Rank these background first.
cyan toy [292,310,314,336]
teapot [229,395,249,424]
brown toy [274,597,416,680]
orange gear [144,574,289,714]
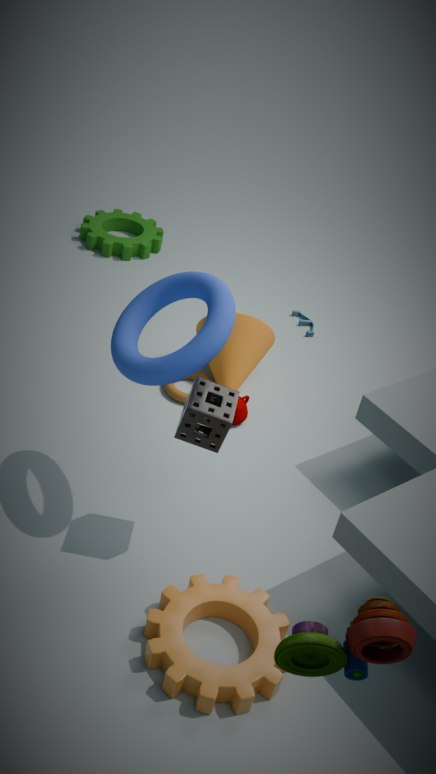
1. cyan toy [292,310,314,336]
2. teapot [229,395,249,424]
3. orange gear [144,574,289,714]
4. brown toy [274,597,416,680]
